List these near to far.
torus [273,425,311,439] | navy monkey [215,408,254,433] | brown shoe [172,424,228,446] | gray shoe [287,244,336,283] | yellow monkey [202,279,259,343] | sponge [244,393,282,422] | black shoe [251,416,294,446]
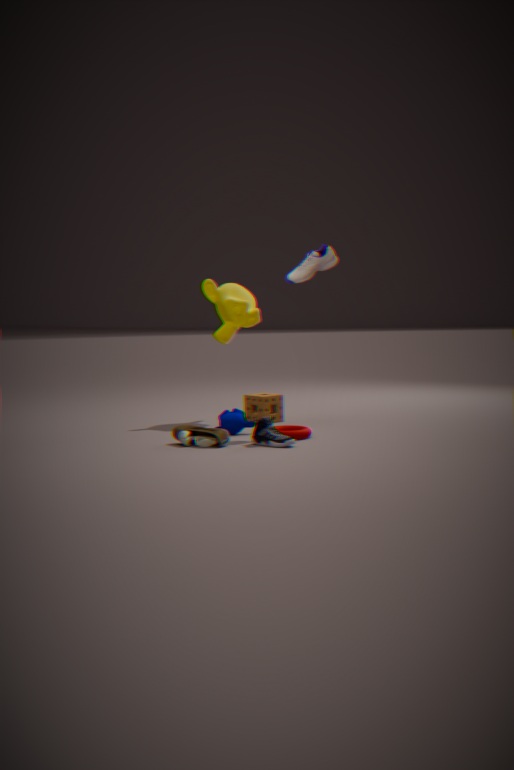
1. black shoe [251,416,294,446]
2. brown shoe [172,424,228,446]
3. torus [273,425,311,439]
4. gray shoe [287,244,336,283]
5. navy monkey [215,408,254,433]
6. sponge [244,393,282,422]
7. yellow monkey [202,279,259,343]
